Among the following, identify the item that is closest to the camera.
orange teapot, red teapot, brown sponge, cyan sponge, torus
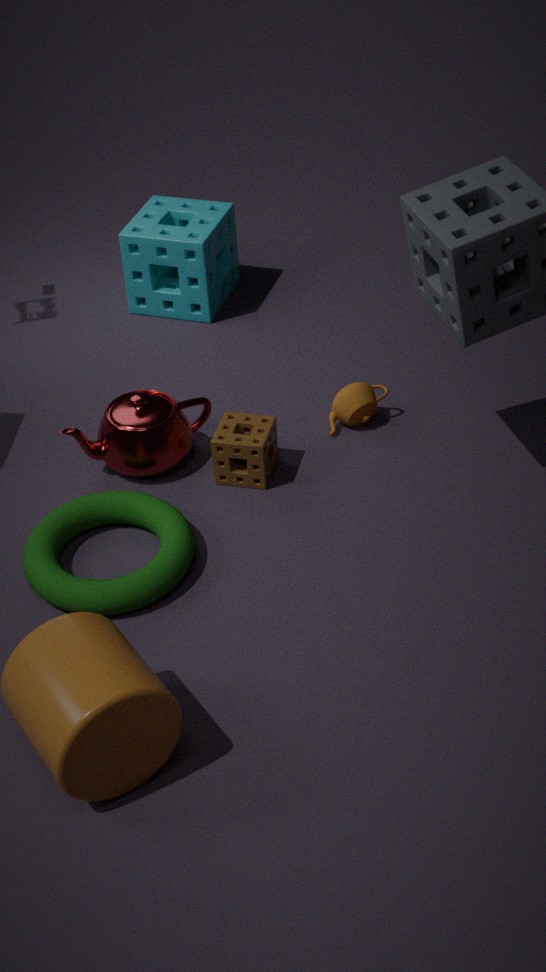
torus
